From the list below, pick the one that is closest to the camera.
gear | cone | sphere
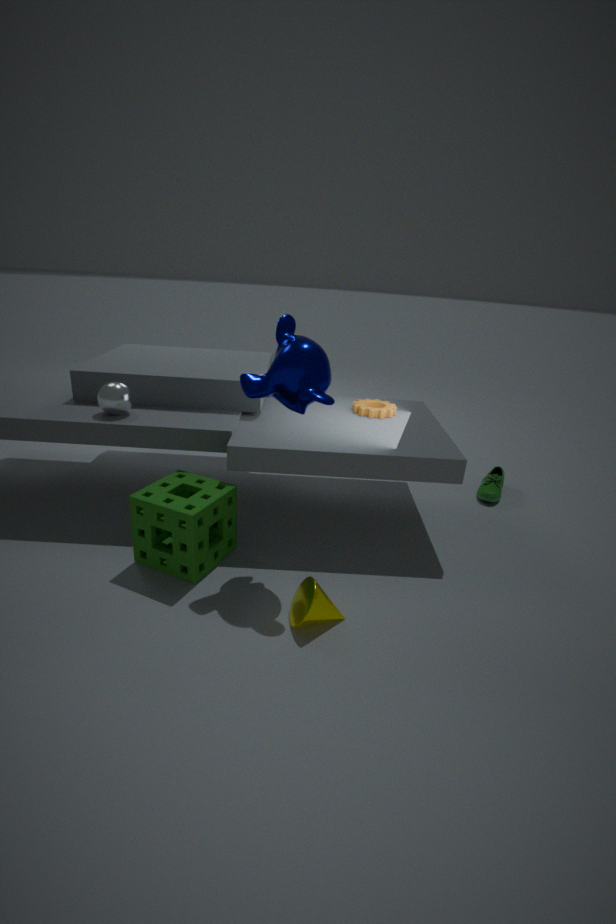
cone
